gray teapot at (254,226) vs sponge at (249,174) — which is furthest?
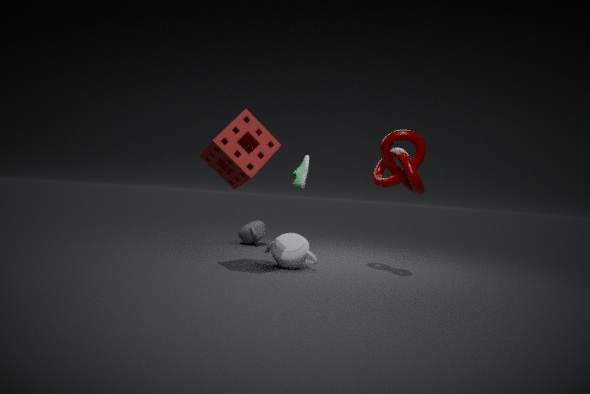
gray teapot at (254,226)
